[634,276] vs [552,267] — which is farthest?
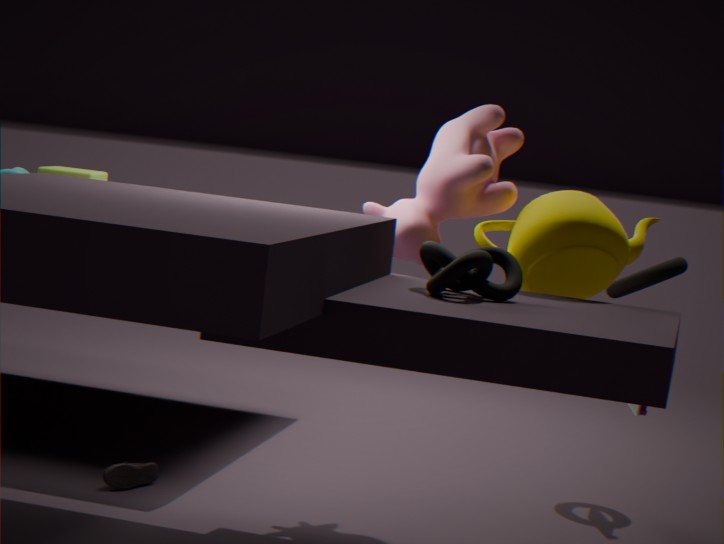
[634,276]
